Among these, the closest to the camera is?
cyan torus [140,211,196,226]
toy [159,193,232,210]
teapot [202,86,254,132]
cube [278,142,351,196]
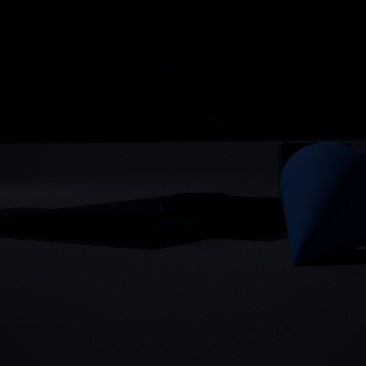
cyan torus [140,211,196,226]
